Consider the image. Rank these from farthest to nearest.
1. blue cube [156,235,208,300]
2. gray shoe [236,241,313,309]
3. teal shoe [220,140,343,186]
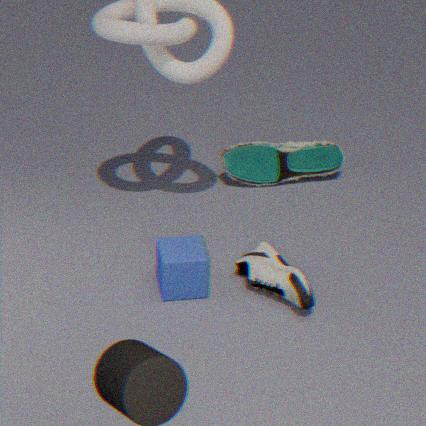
teal shoe [220,140,343,186]
blue cube [156,235,208,300]
gray shoe [236,241,313,309]
